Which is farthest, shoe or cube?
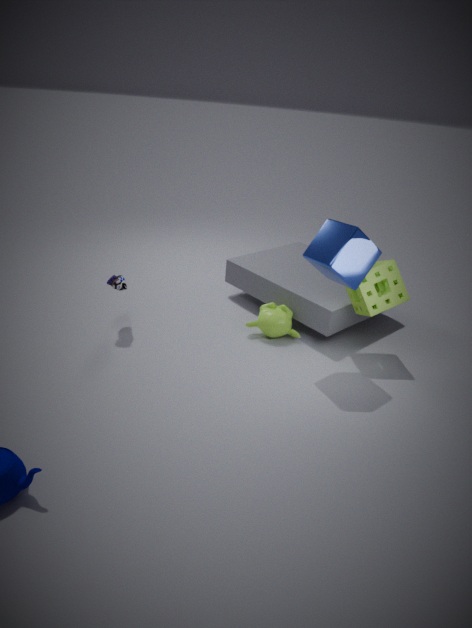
shoe
